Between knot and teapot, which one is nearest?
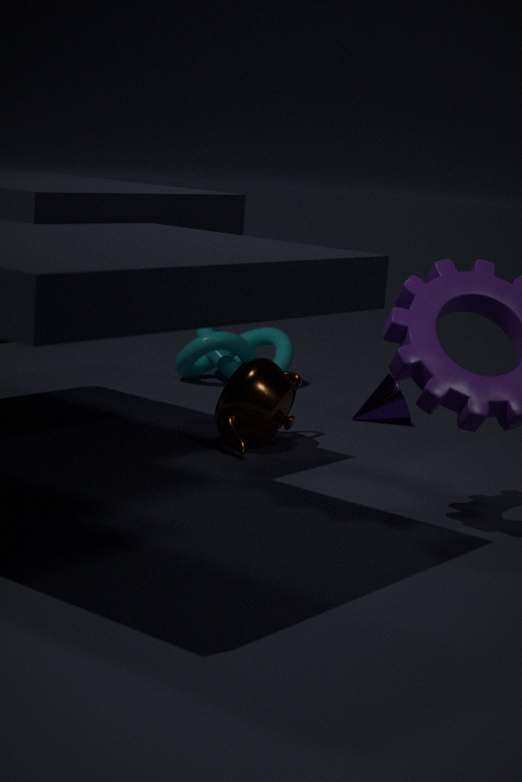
teapot
